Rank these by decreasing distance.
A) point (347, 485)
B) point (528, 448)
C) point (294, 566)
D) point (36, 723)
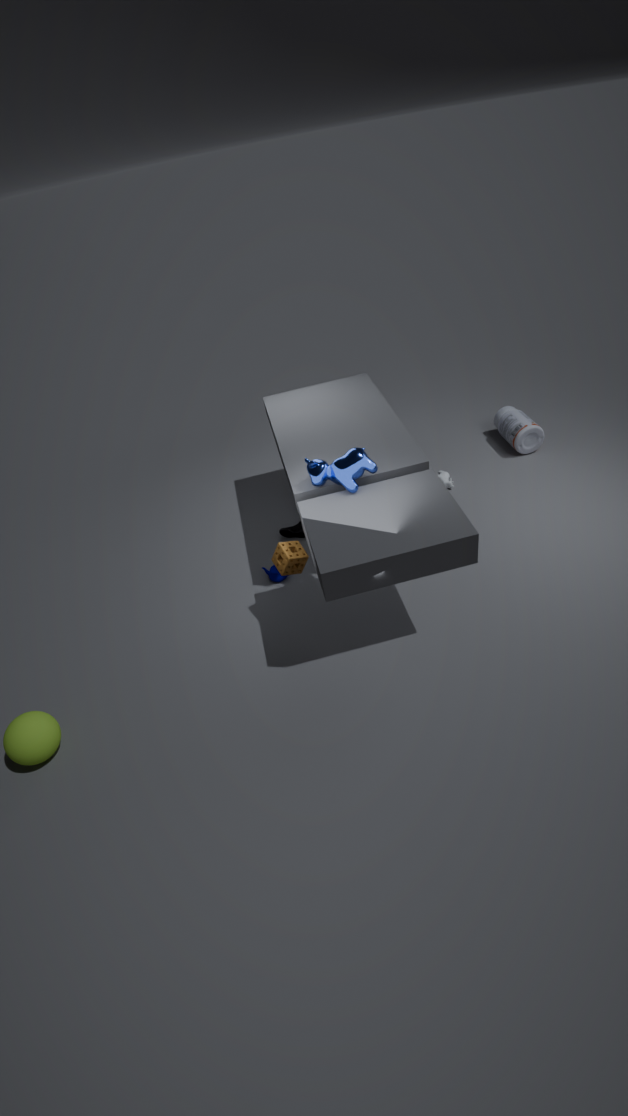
1. point (528, 448)
2. point (294, 566)
3. point (347, 485)
4. point (36, 723)
